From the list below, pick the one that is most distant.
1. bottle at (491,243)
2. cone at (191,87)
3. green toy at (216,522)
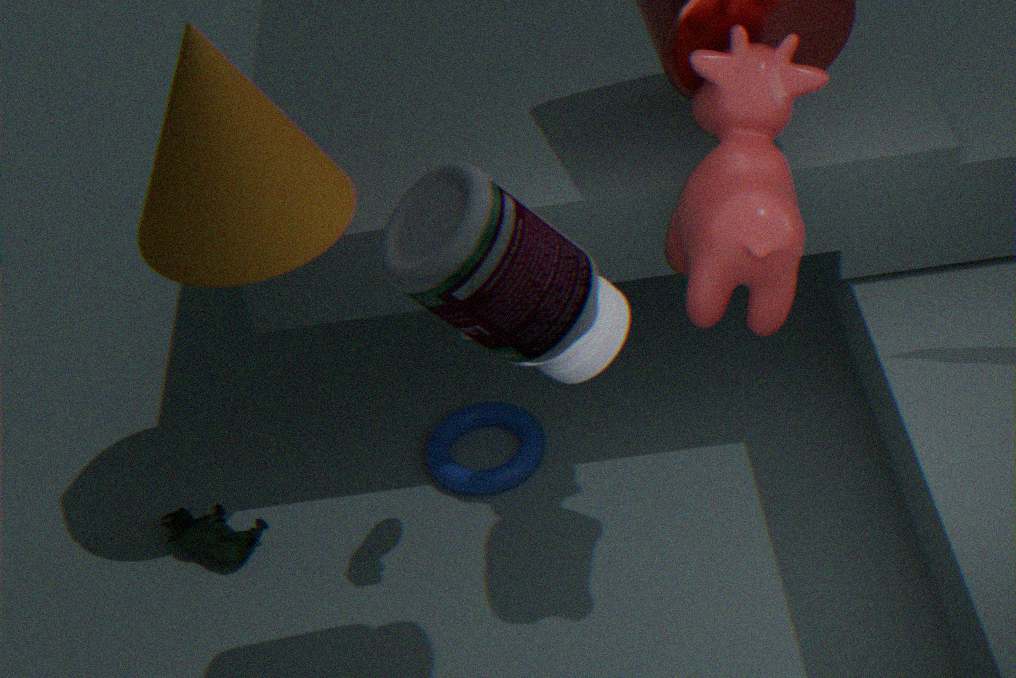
green toy at (216,522)
